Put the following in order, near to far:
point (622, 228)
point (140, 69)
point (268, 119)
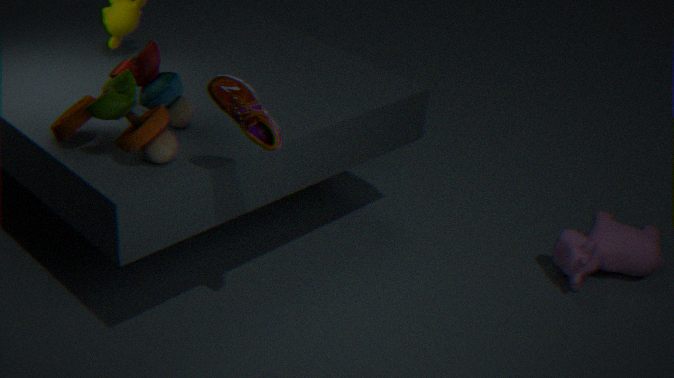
point (268, 119) < point (140, 69) < point (622, 228)
